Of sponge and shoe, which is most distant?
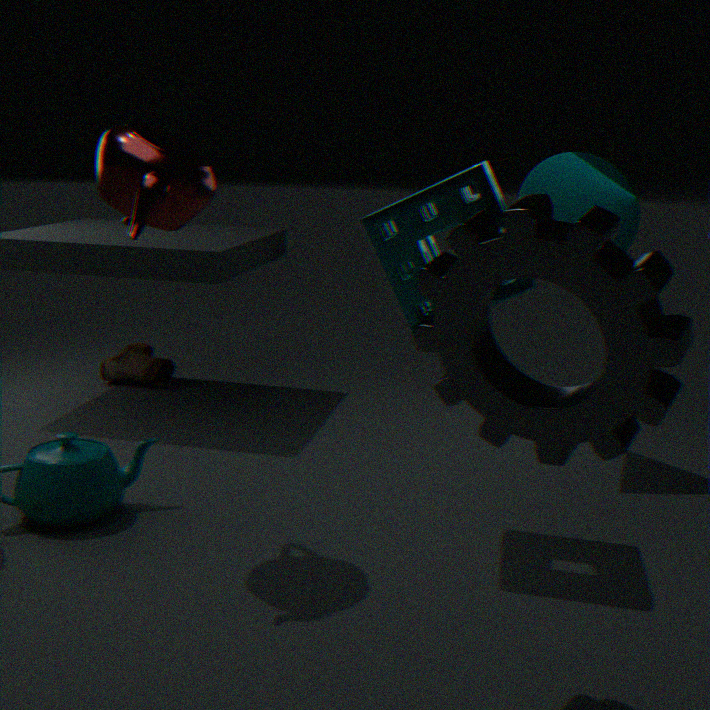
shoe
